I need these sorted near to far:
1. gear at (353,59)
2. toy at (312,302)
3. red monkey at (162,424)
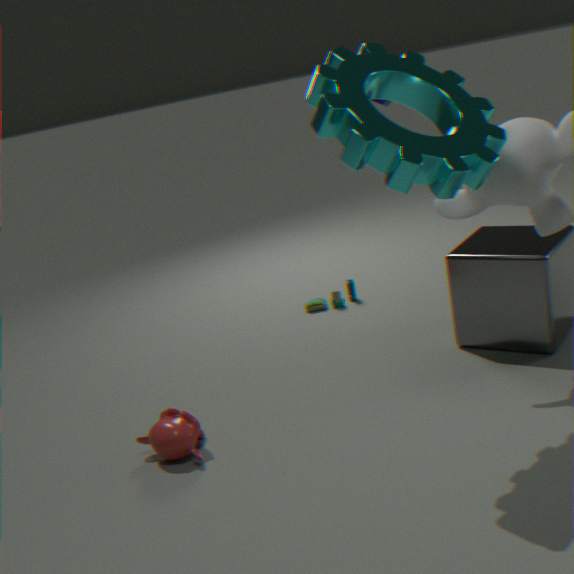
gear at (353,59)
red monkey at (162,424)
toy at (312,302)
